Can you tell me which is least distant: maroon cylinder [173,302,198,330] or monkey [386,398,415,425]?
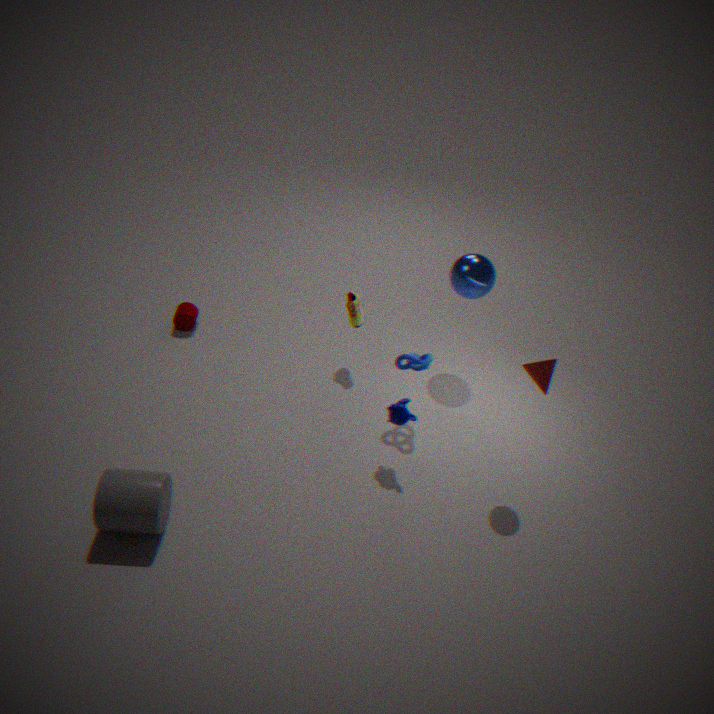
monkey [386,398,415,425]
